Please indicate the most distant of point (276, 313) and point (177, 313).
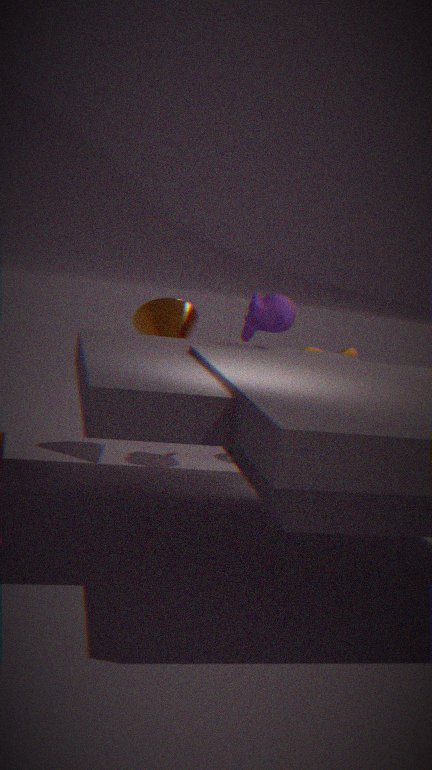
point (177, 313)
